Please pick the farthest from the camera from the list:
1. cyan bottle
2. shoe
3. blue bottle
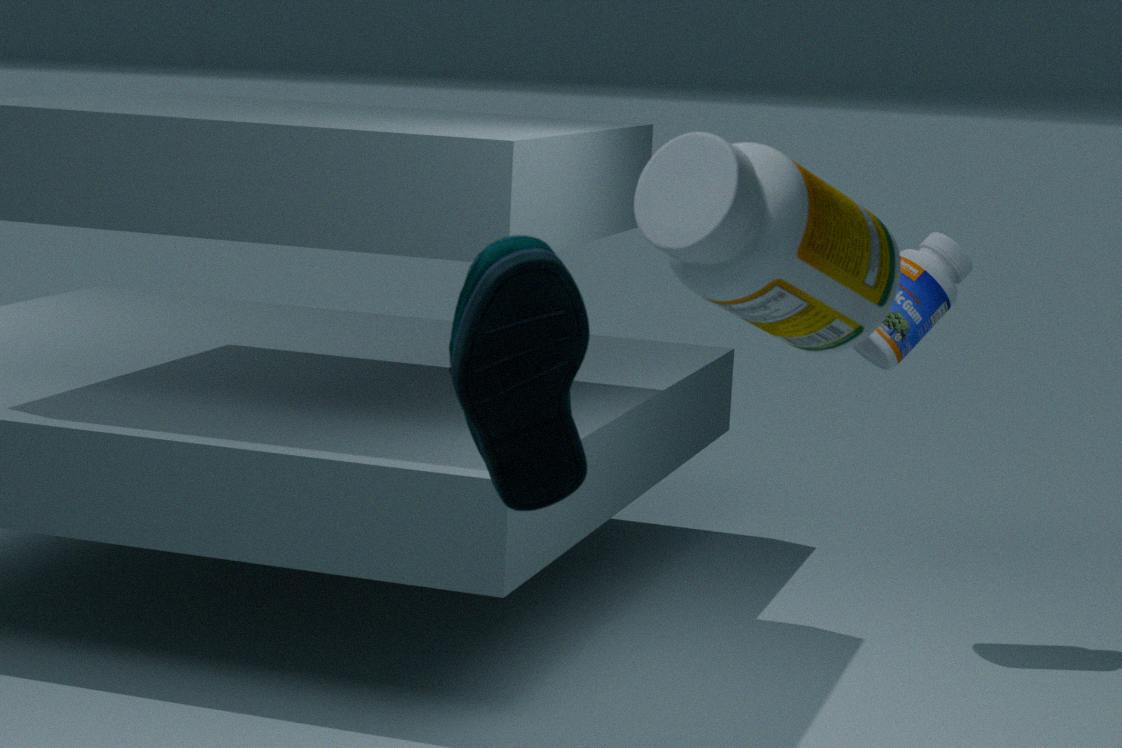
blue bottle
